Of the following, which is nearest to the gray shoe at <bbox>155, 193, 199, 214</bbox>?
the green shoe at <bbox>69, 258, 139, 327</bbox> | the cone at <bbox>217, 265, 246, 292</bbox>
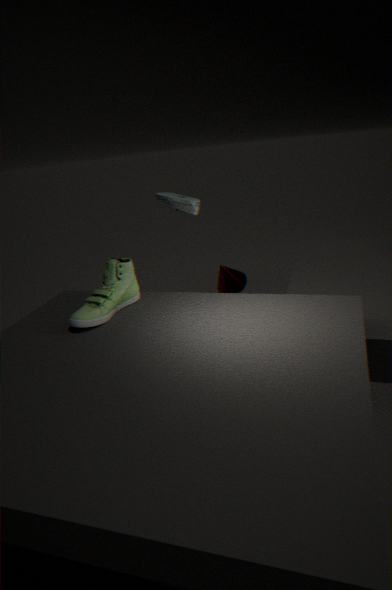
the cone at <bbox>217, 265, 246, 292</bbox>
